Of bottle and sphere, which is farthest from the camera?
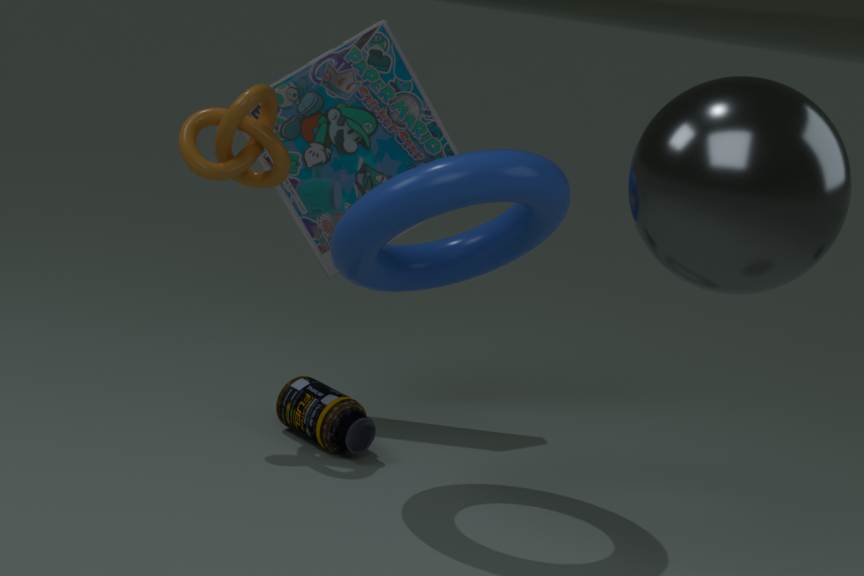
bottle
